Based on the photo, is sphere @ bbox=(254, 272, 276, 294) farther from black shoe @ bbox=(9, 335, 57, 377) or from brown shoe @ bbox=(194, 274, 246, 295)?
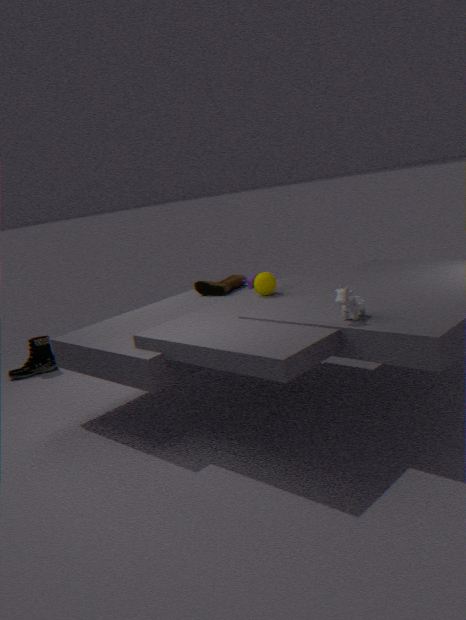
black shoe @ bbox=(9, 335, 57, 377)
